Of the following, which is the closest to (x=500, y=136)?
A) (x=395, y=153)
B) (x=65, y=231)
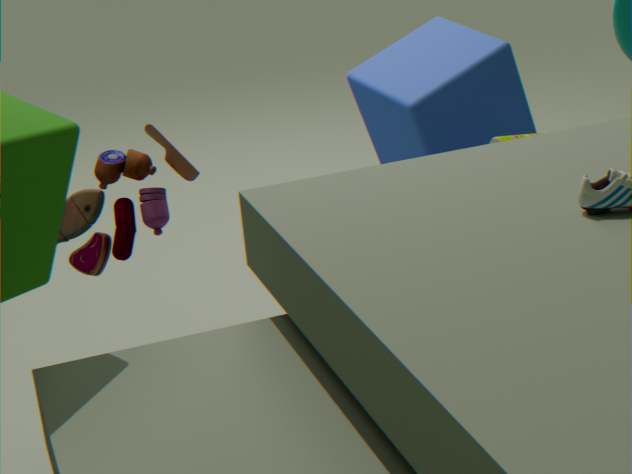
(x=395, y=153)
